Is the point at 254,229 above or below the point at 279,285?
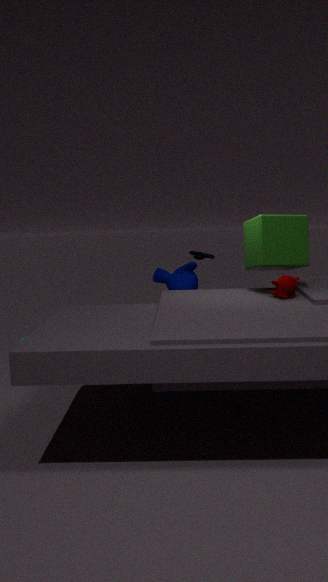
above
